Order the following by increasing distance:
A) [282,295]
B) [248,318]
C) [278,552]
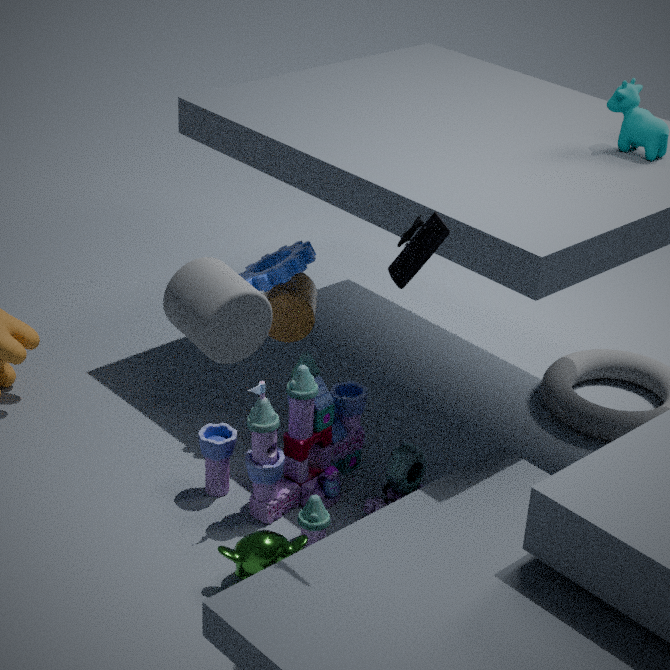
1. [248,318]
2. [278,552]
3. [282,295]
